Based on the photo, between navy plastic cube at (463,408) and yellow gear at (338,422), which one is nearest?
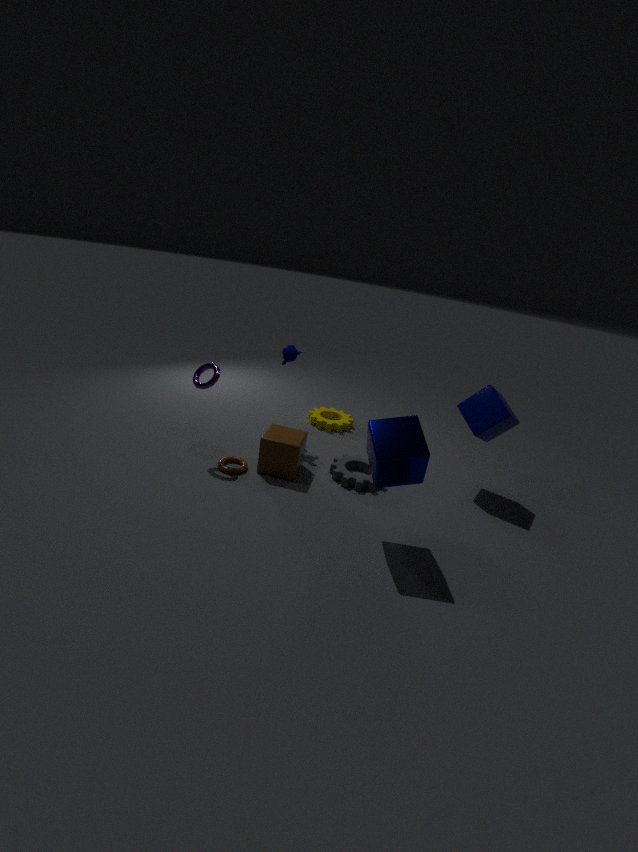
navy plastic cube at (463,408)
